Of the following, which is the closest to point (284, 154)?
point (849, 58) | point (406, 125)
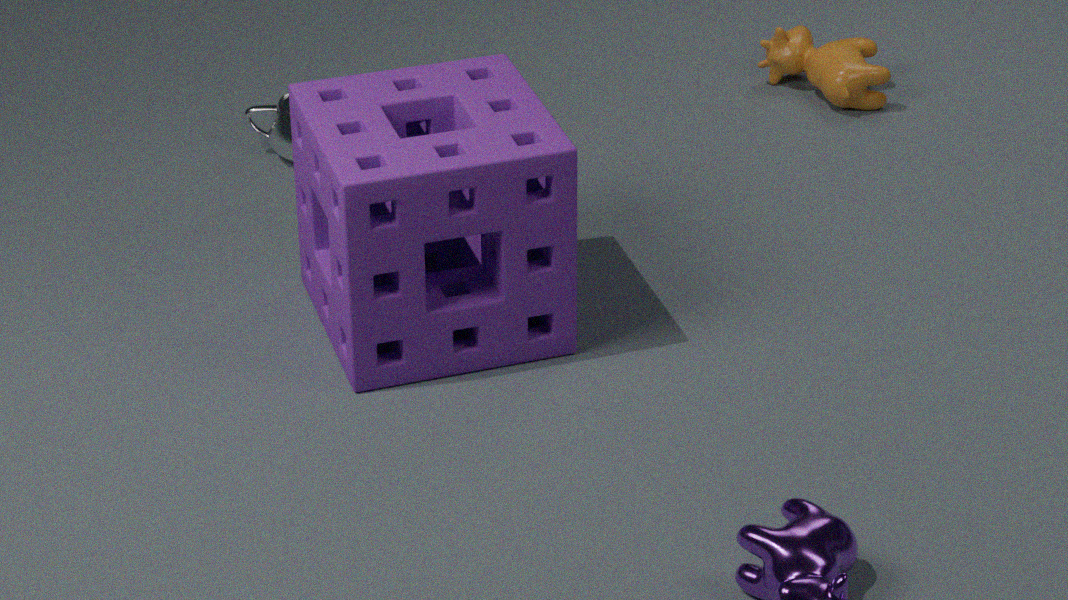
point (406, 125)
